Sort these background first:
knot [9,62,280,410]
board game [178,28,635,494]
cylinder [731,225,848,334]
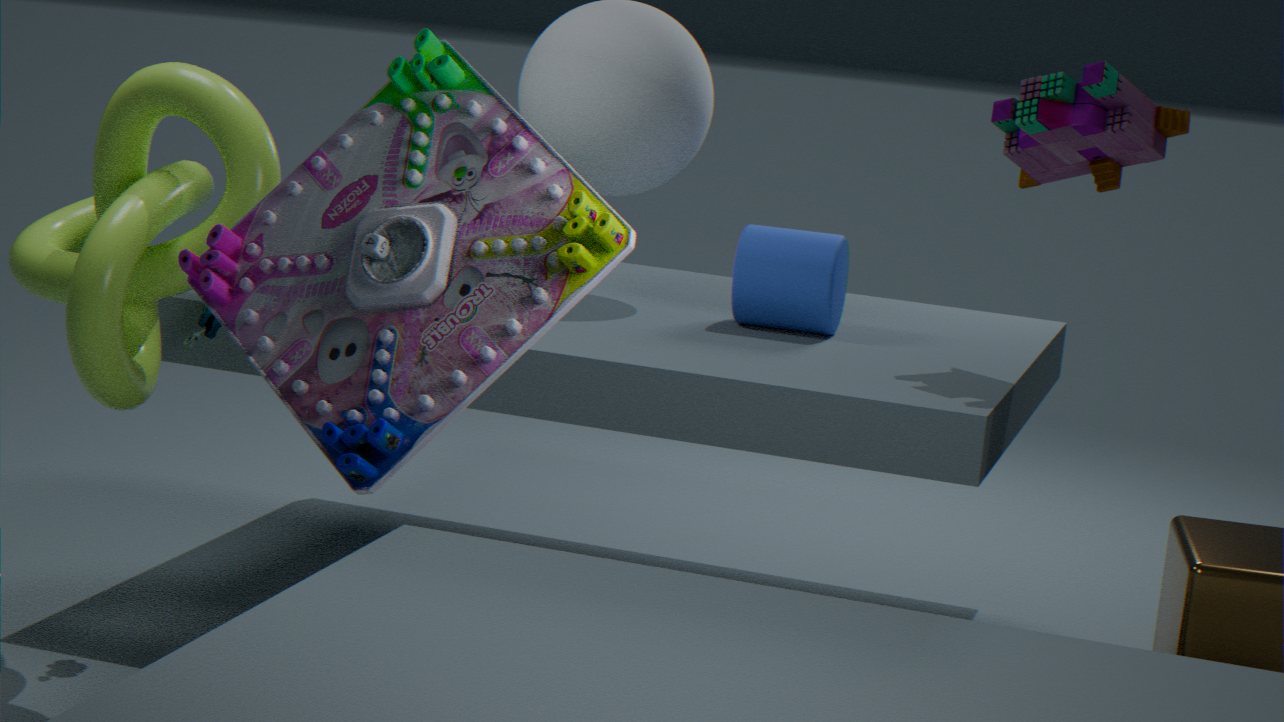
cylinder [731,225,848,334], knot [9,62,280,410], board game [178,28,635,494]
